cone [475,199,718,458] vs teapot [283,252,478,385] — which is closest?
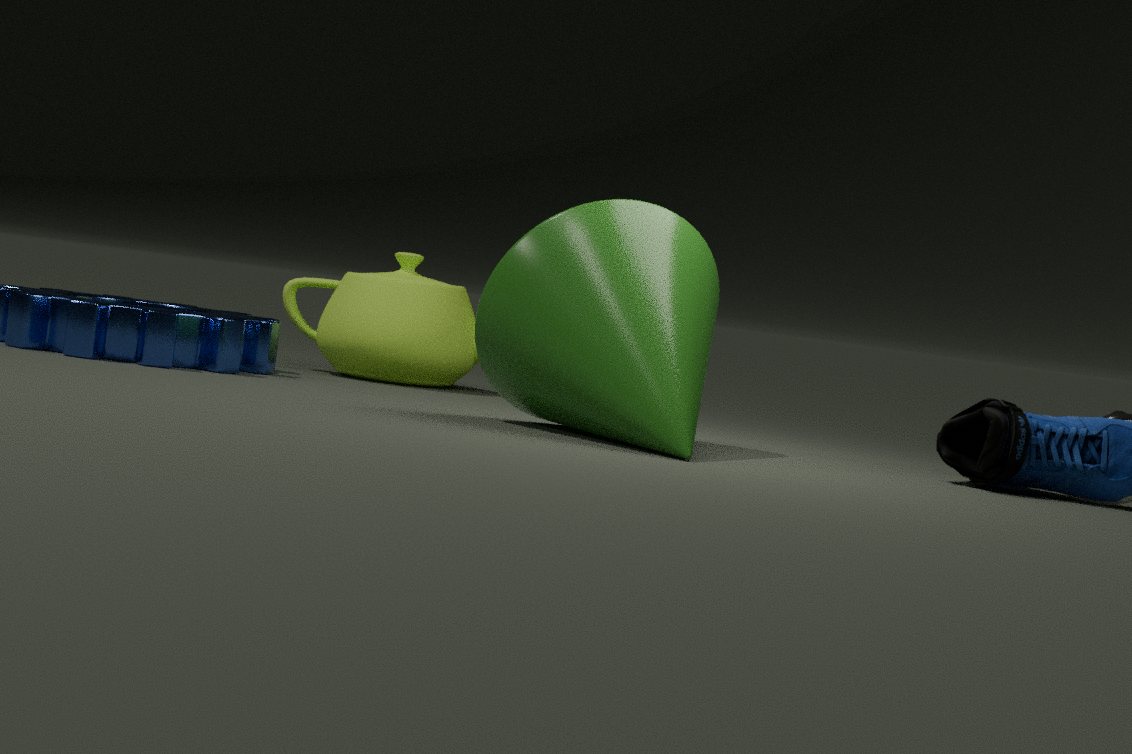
cone [475,199,718,458]
